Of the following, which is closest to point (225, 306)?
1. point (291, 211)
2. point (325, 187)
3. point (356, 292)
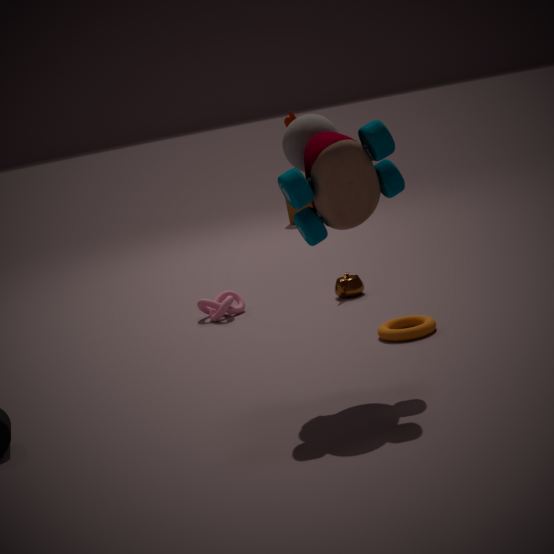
point (356, 292)
